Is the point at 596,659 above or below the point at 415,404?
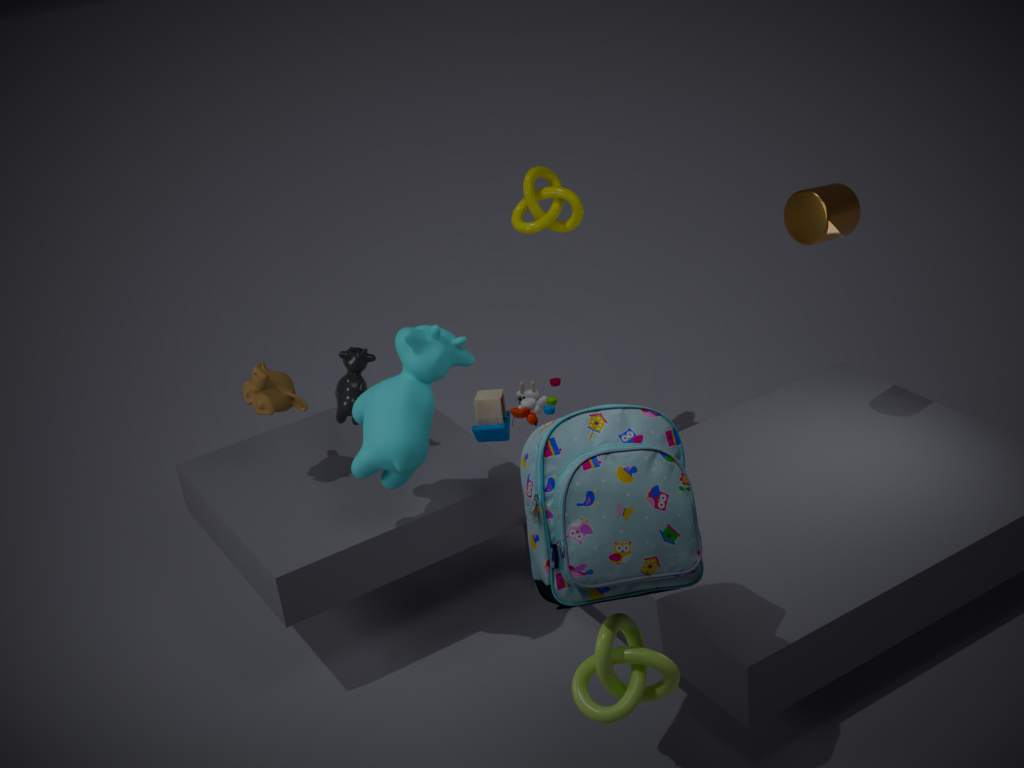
below
